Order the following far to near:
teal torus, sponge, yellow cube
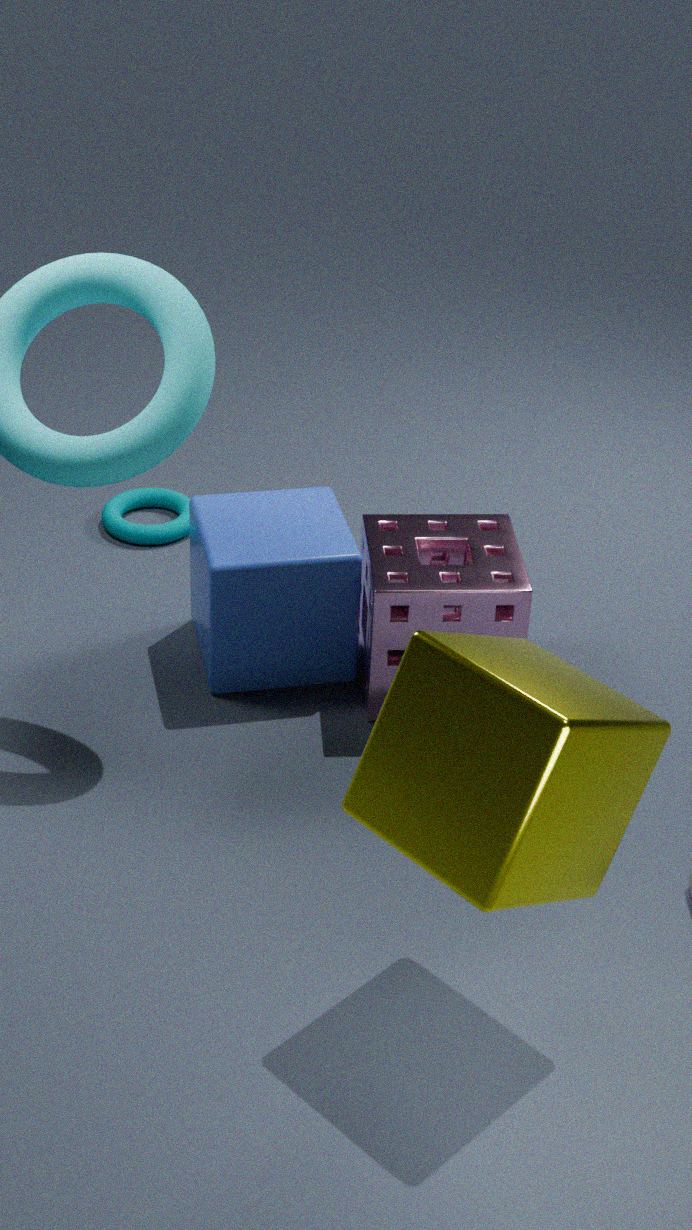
teal torus
sponge
yellow cube
